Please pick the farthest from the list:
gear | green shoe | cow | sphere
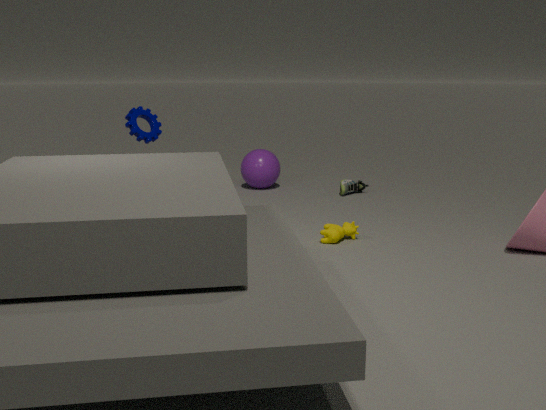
sphere
